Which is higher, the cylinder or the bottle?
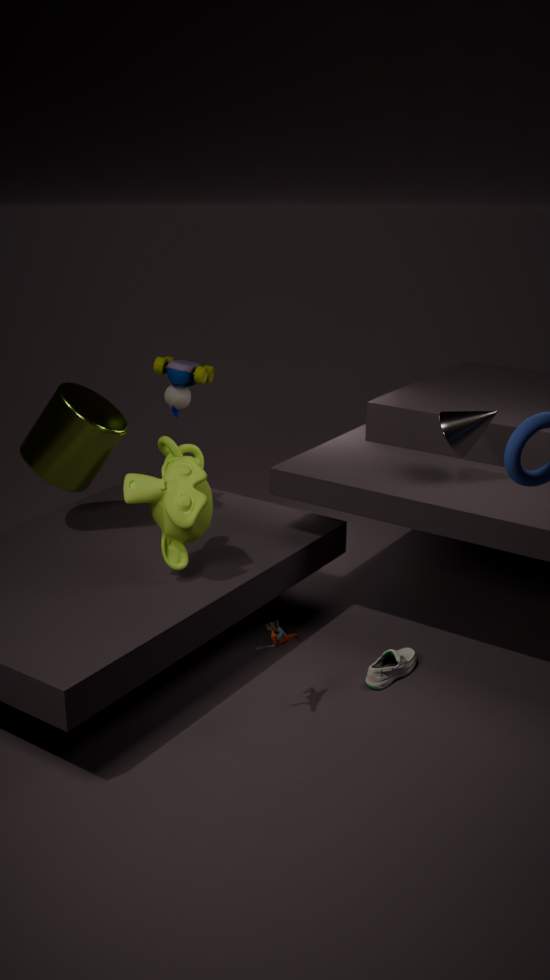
the cylinder
